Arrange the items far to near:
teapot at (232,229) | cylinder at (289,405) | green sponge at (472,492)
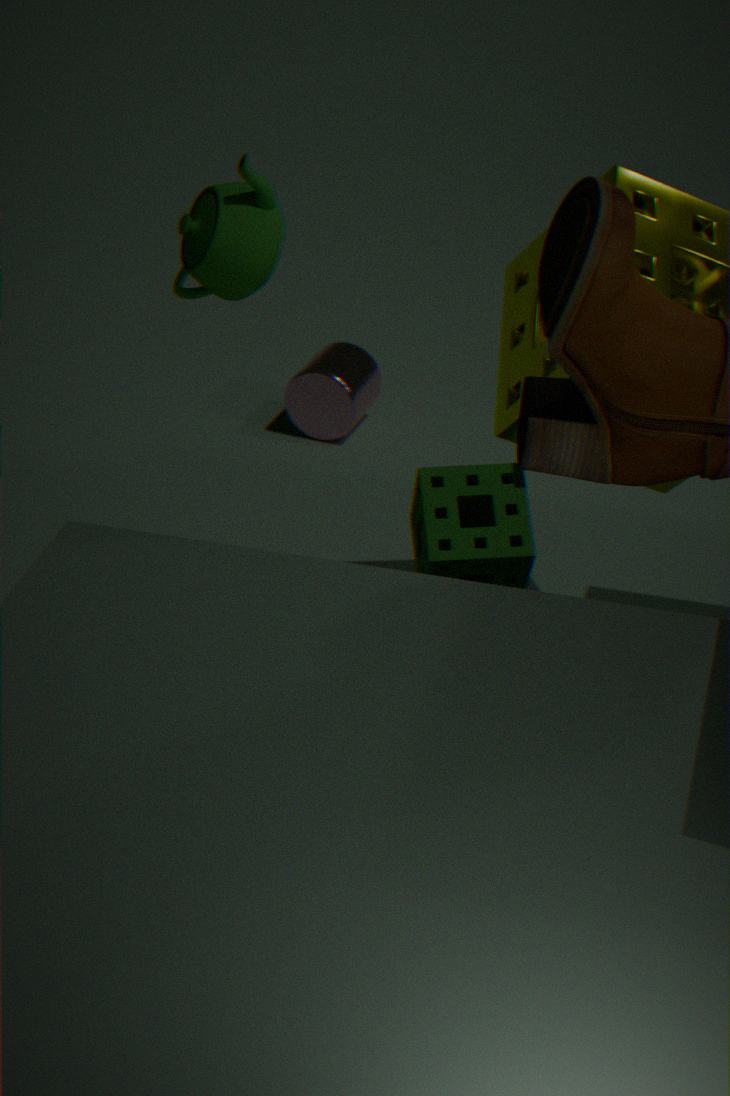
cylinder at (289,405)
green sponge at (472,492)
teapot at (232,229)
